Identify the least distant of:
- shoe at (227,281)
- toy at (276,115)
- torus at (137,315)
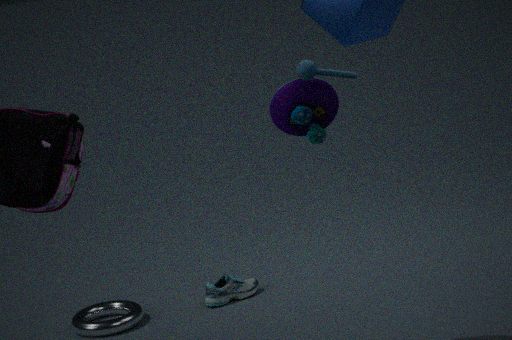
→ toy at (276,115)
